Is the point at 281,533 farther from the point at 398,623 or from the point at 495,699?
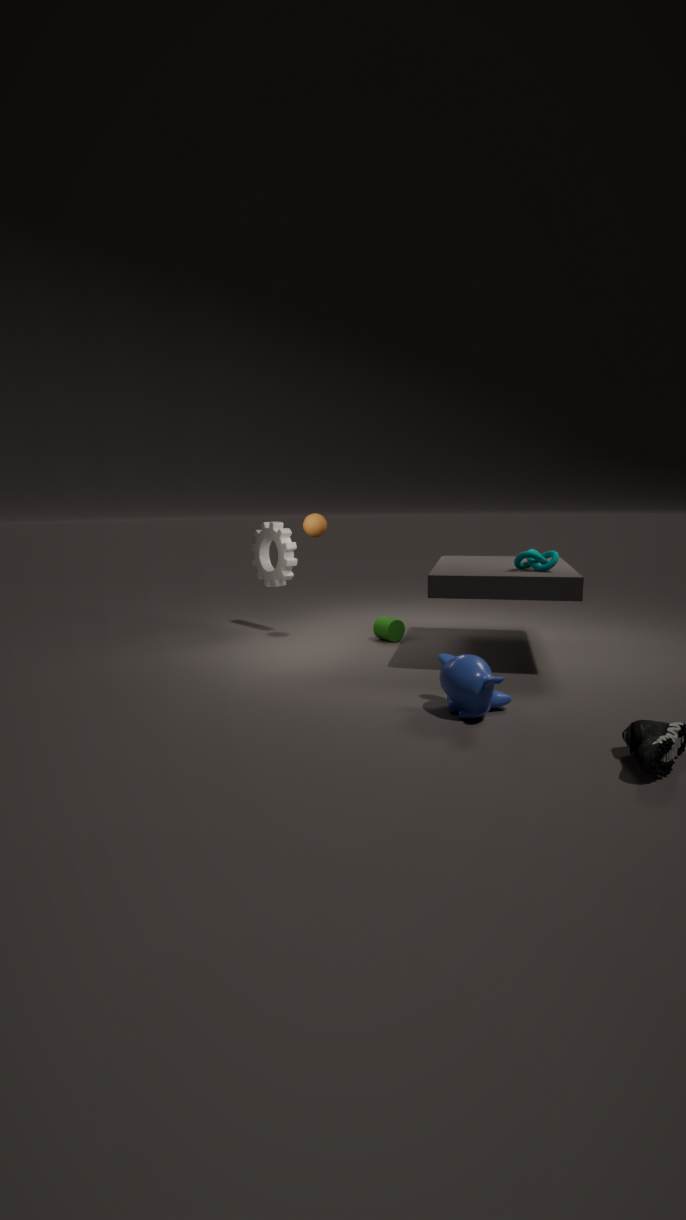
the point at 495,699
